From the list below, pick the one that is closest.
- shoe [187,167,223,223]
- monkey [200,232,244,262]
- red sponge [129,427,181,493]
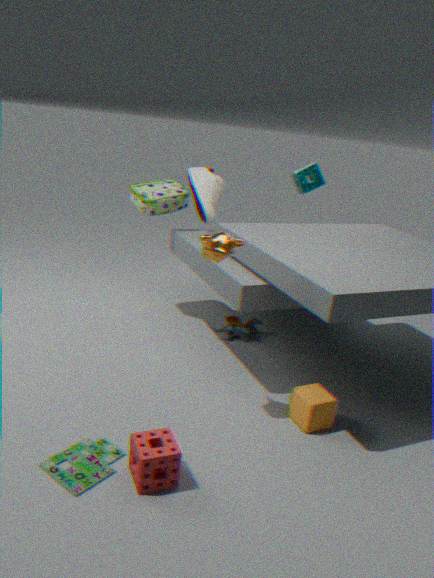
red sponge [129,427,181,493]
